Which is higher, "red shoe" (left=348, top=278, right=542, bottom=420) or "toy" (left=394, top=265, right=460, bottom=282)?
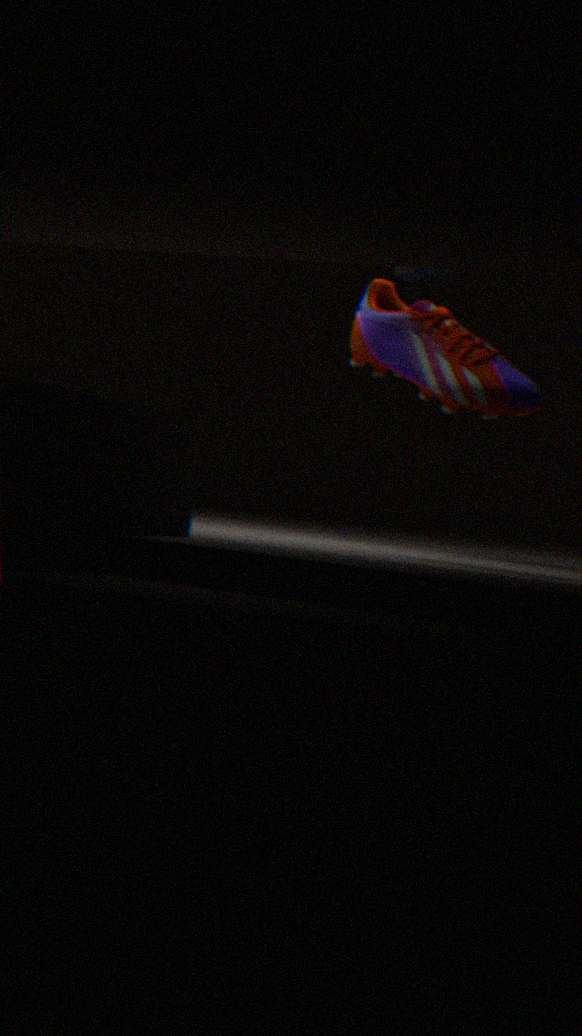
"toy" (left=394, top=265, right=460, bottom=282)
